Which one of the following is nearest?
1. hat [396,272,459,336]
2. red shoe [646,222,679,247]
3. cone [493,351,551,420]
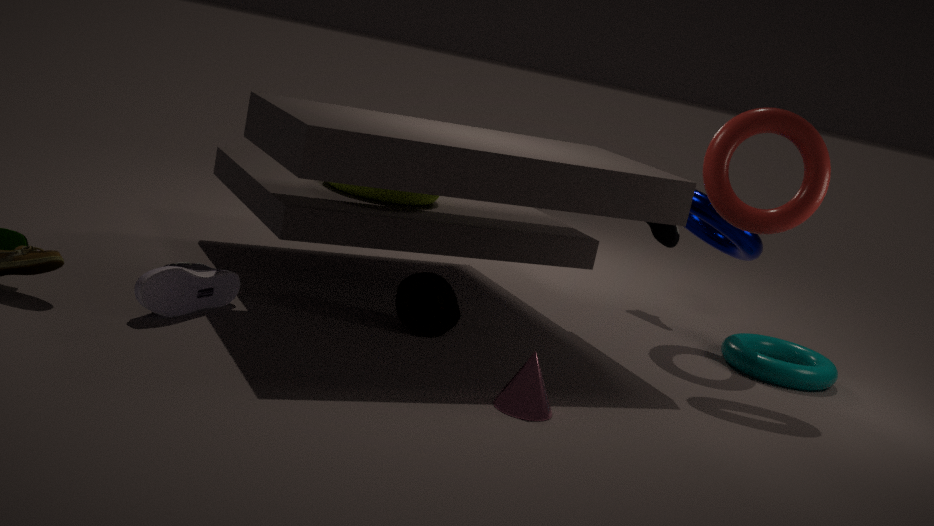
cone [493,351,551,420]
